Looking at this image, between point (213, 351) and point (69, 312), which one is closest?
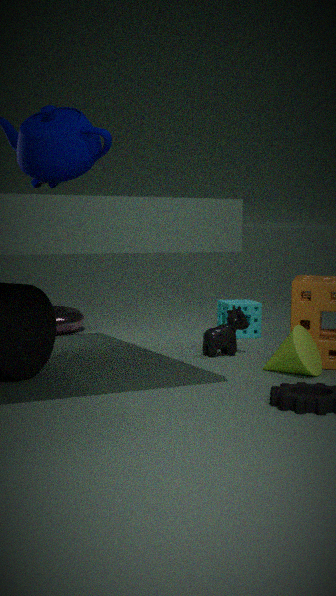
point (213, 351)
